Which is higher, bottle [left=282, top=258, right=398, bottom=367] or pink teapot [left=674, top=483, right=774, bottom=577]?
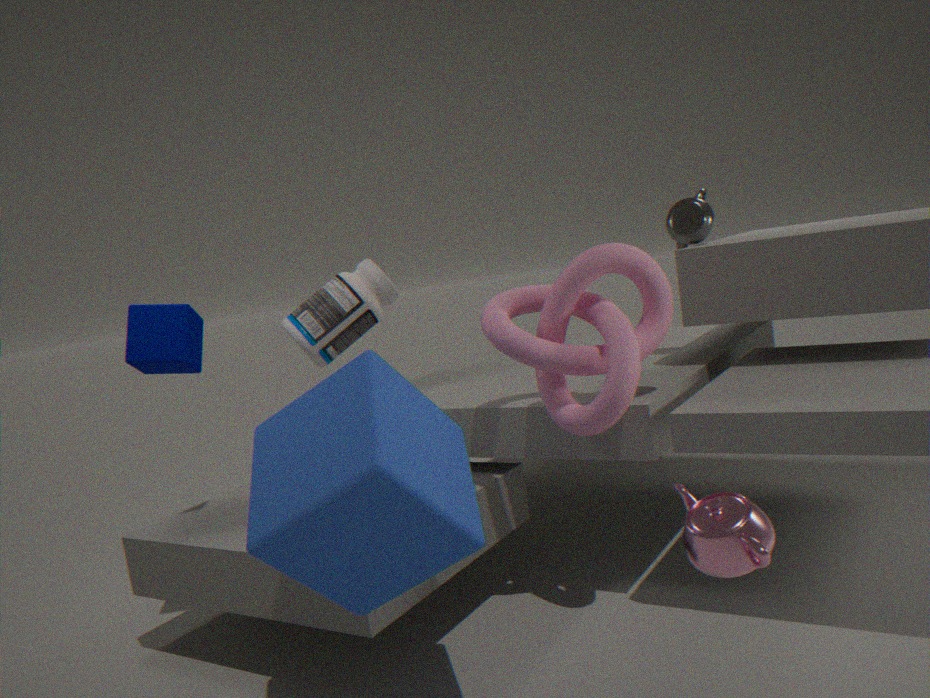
bottle [left=282, top=258, right=398, bottom=367]
